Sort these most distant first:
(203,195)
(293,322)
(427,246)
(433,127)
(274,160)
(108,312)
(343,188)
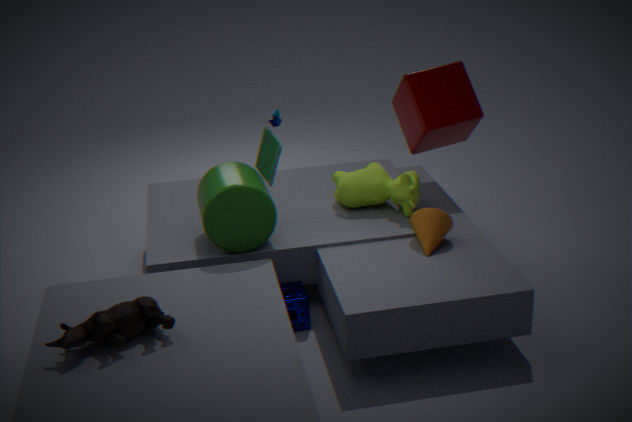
(433,127), (343,188), (274,160), (203,195), (293,322), (427,246), (108,312)
